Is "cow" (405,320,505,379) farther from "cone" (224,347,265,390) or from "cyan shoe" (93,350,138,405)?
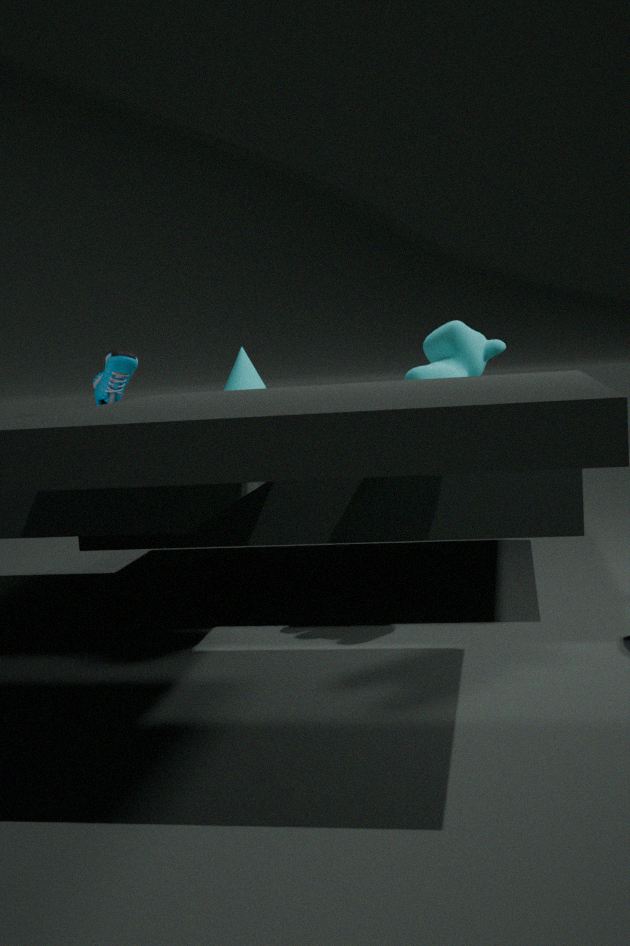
"cyan shoe" (93,350,138,405)
